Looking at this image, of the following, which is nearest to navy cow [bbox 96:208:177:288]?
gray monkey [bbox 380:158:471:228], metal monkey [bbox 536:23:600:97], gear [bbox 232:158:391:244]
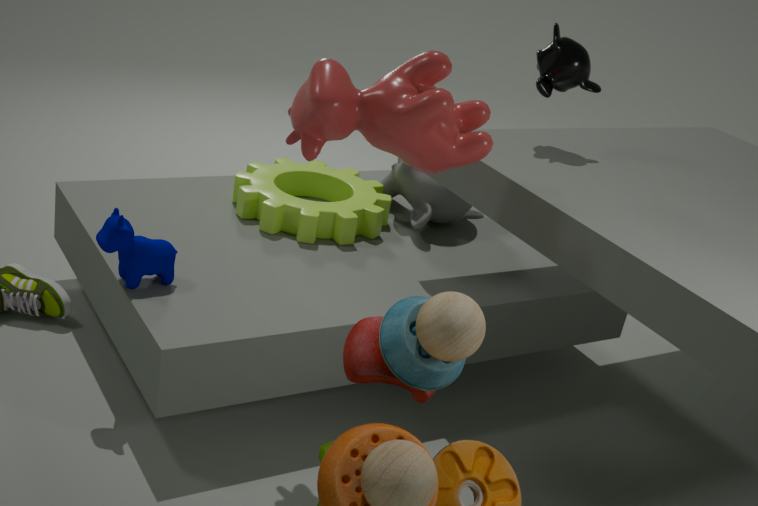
gear [bbox 232:158:391:244]
